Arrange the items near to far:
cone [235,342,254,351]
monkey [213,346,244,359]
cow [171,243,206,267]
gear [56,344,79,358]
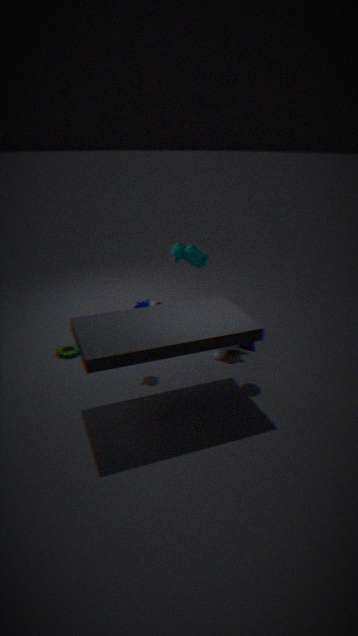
cone [235,342,254,351], monkey [213,346,244,359], gear [56,344,79,358], cow [171,243,206,267]
